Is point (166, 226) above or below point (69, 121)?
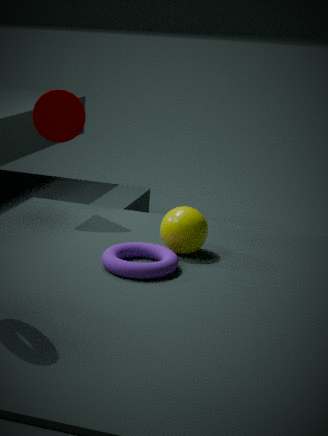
below
